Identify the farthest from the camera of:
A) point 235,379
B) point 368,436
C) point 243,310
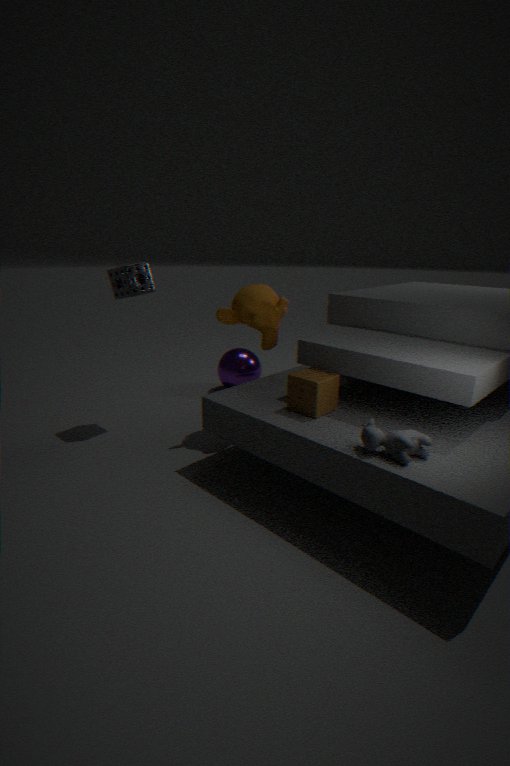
A. point 235,379
